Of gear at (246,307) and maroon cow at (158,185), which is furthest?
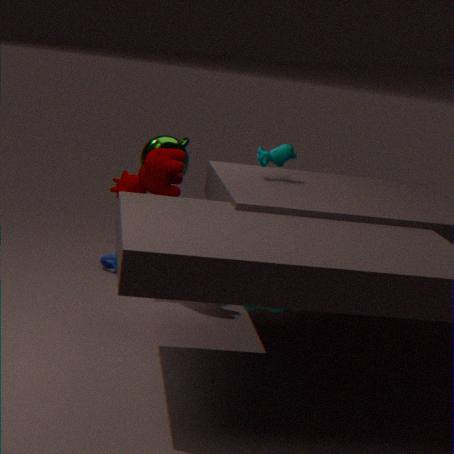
maroon cow at (158,185)
